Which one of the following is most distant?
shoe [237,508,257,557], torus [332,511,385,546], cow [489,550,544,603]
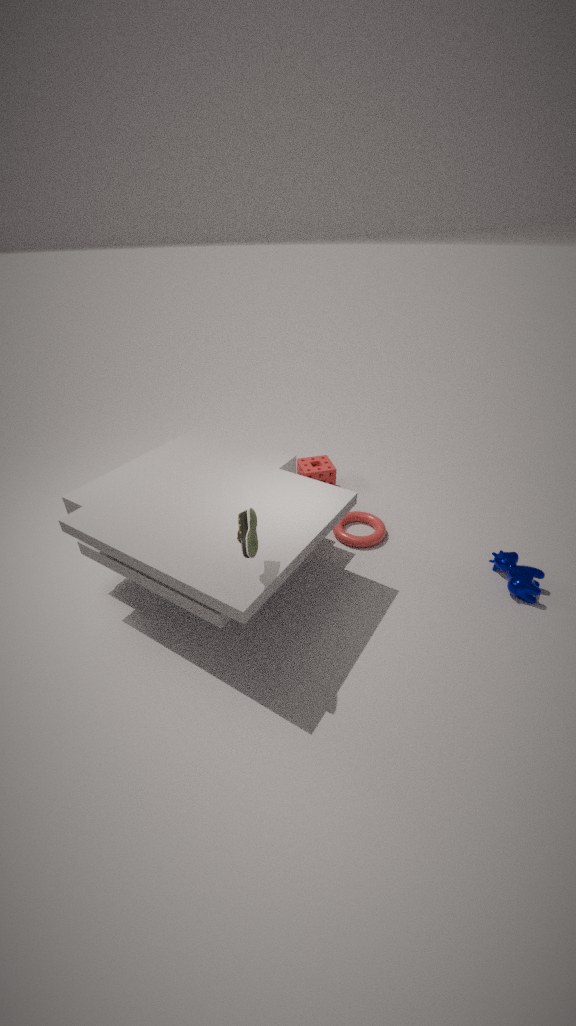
torus [332,511,385,546]
